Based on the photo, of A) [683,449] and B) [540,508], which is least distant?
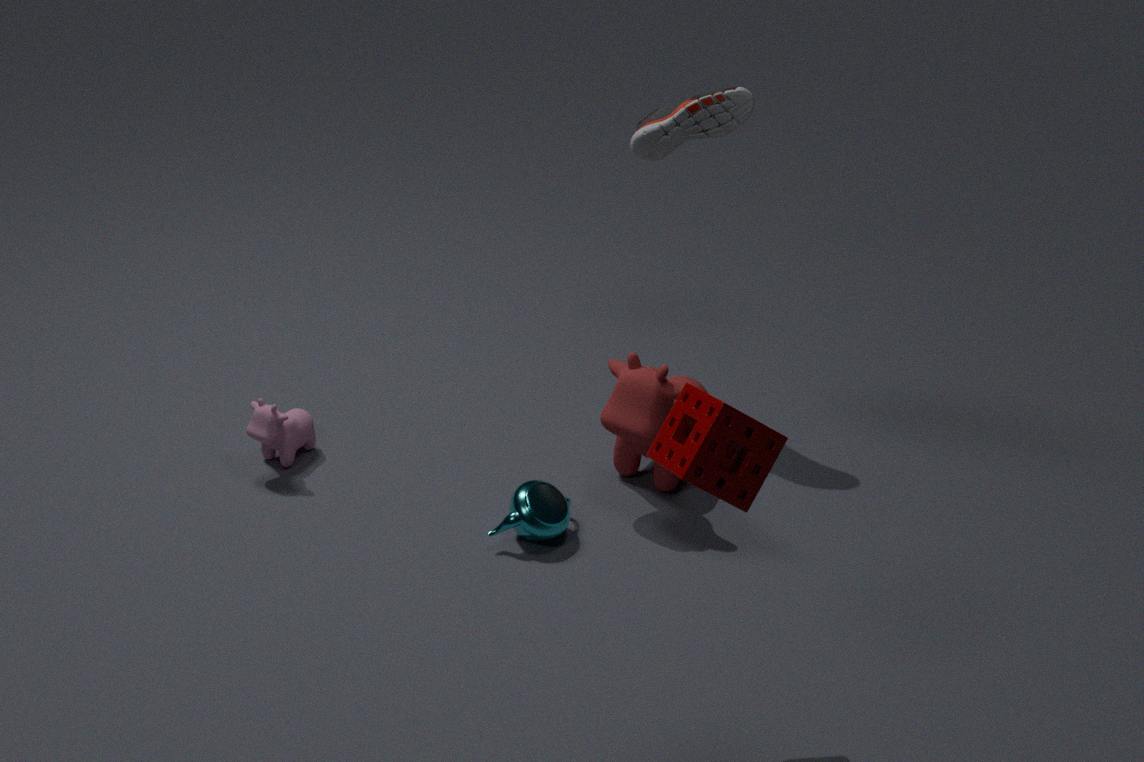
A. [683,449]
